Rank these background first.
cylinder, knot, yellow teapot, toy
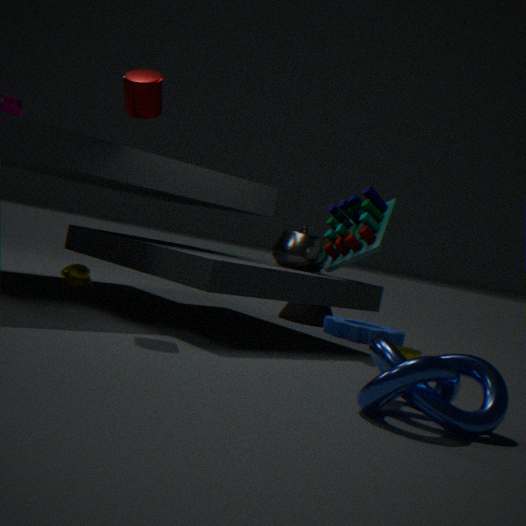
yellow teapot → toy → cylinder → knot
